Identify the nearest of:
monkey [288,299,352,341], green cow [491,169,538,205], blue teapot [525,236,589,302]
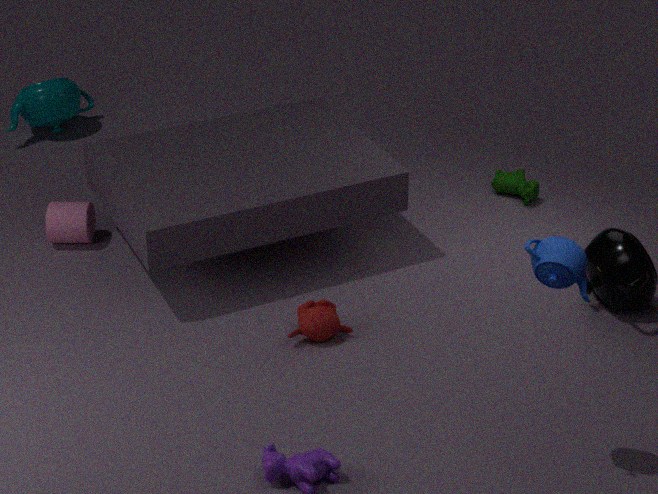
blue teapot [525,236,589,302]
